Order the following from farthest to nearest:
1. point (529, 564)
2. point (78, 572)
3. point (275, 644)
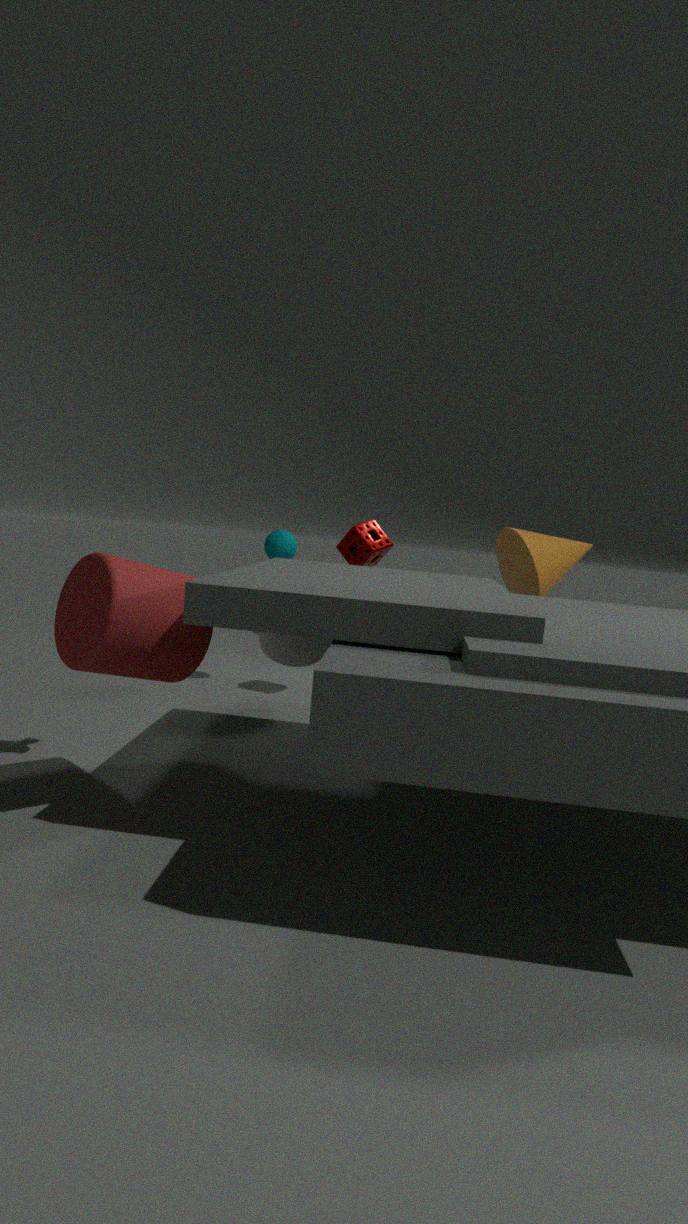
point (529, 564), point (275, 644), point (78, 572)
